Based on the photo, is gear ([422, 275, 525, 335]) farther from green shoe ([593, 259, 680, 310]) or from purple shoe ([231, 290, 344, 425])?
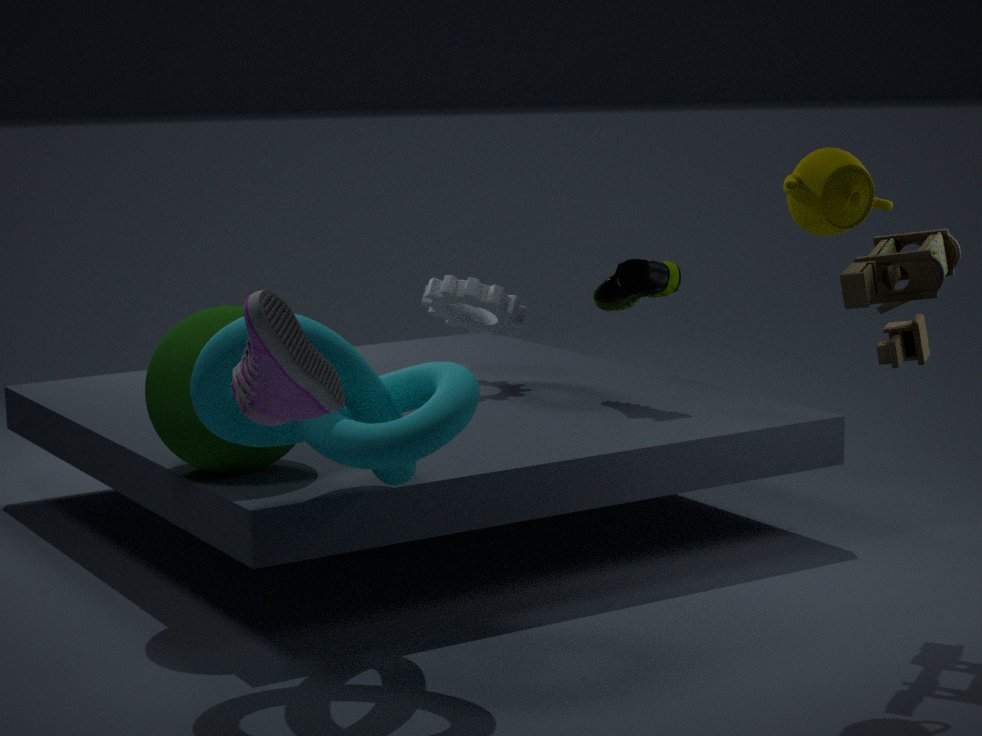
purple shoe ([231, 290, 344, 425])
